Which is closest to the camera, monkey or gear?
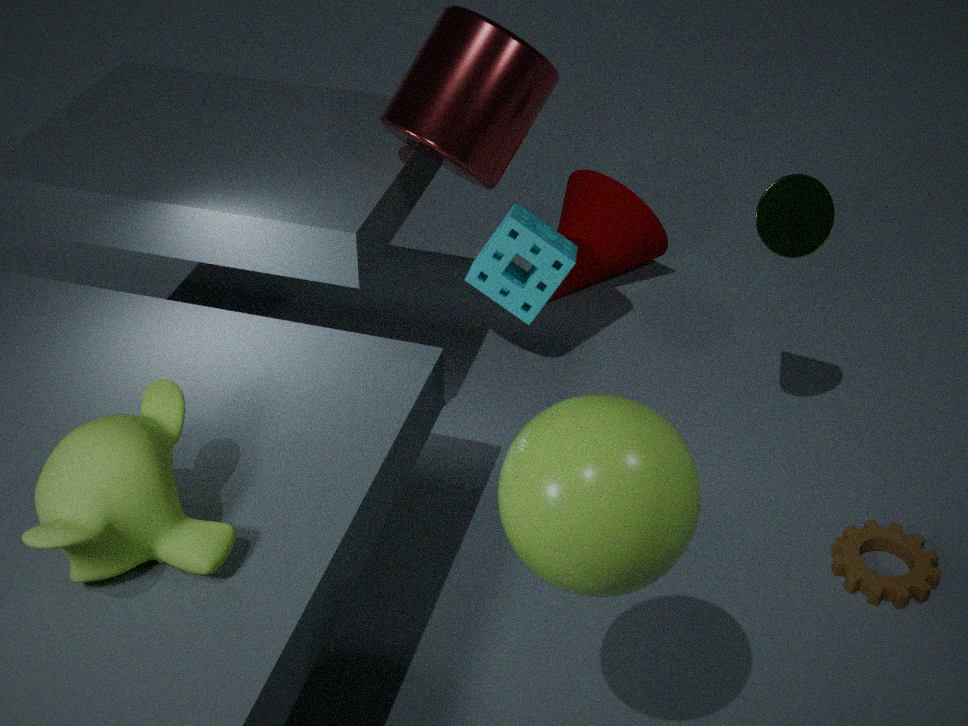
monkey
